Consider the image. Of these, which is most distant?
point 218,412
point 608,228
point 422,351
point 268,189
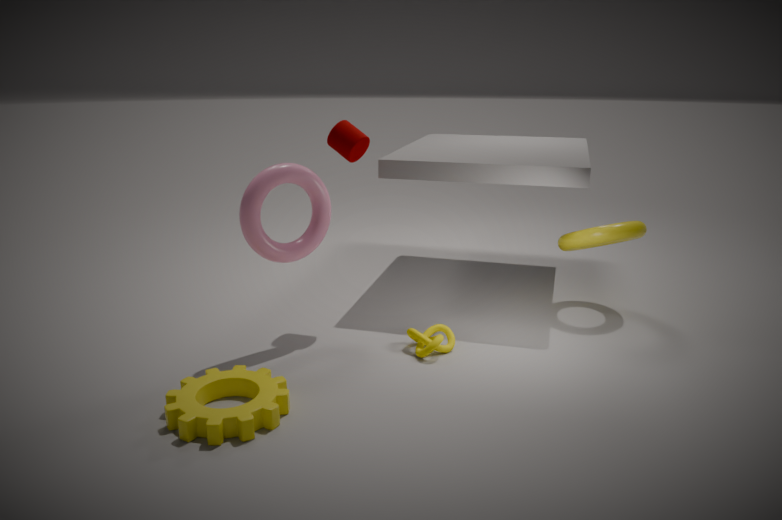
point 608,228
